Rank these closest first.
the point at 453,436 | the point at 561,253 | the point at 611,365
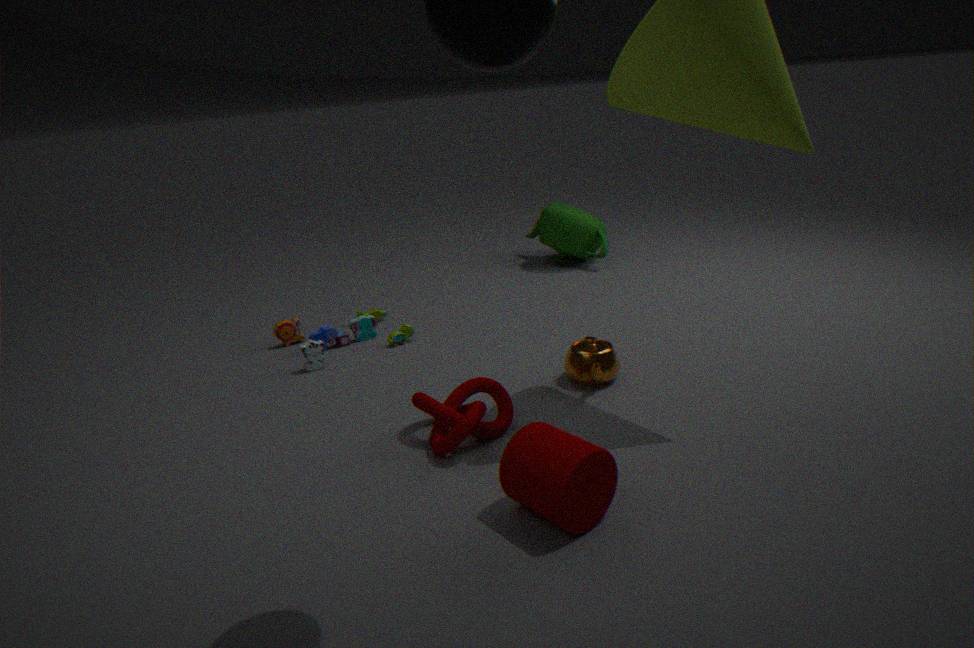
the point at 453,436 < the point at 611,365 < the point at 561,253
